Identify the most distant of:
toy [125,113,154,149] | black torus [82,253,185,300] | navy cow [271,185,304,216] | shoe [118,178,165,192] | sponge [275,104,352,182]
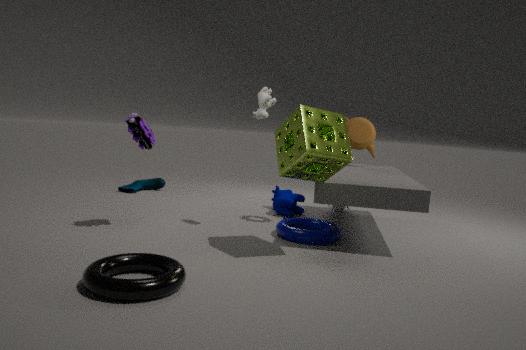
shoe [118,178,165,192]
